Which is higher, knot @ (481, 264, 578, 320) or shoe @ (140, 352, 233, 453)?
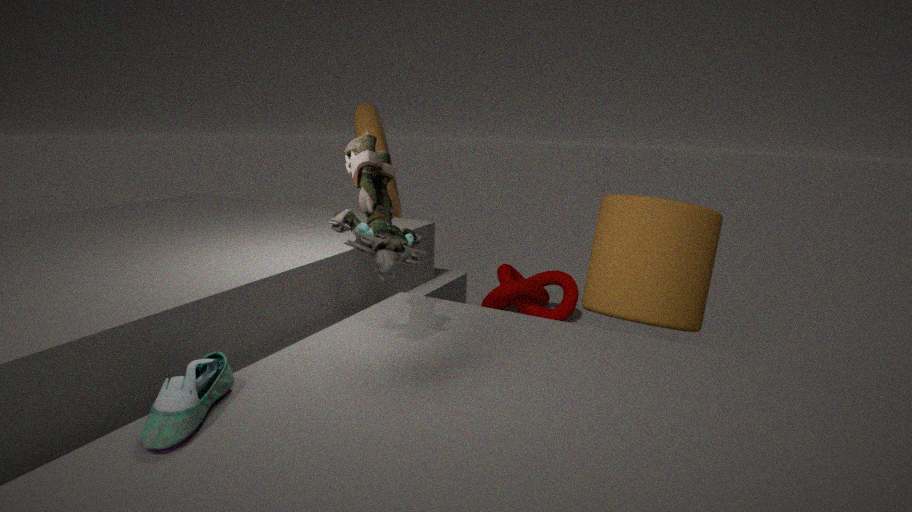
shoe @ (140, 352, 233, 453)
